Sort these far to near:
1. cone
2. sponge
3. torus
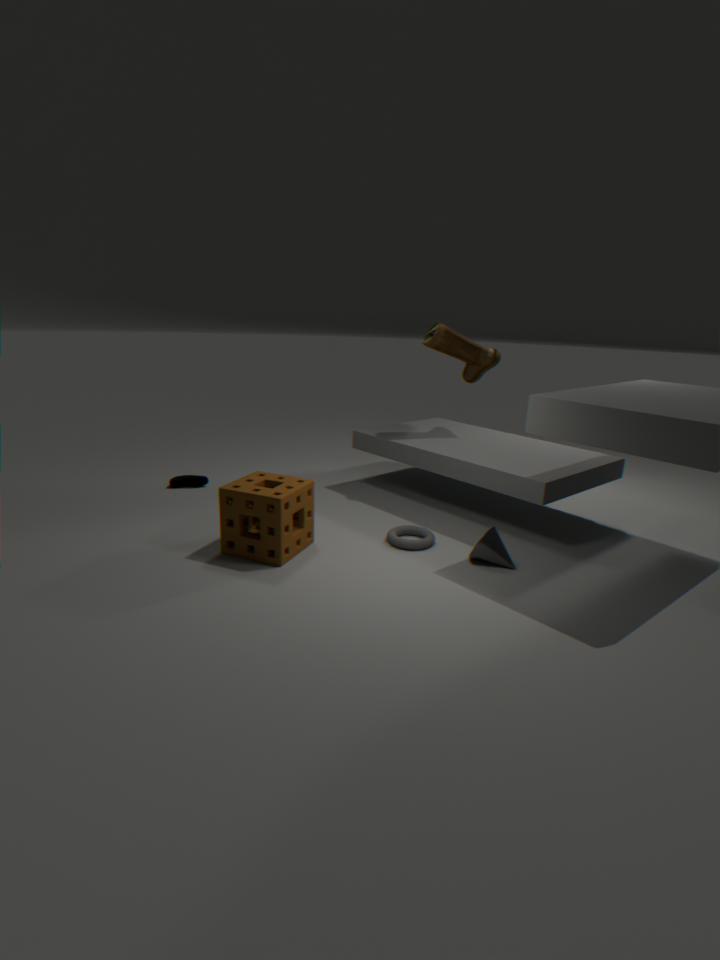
1. torus
2. cone
3. sponge
